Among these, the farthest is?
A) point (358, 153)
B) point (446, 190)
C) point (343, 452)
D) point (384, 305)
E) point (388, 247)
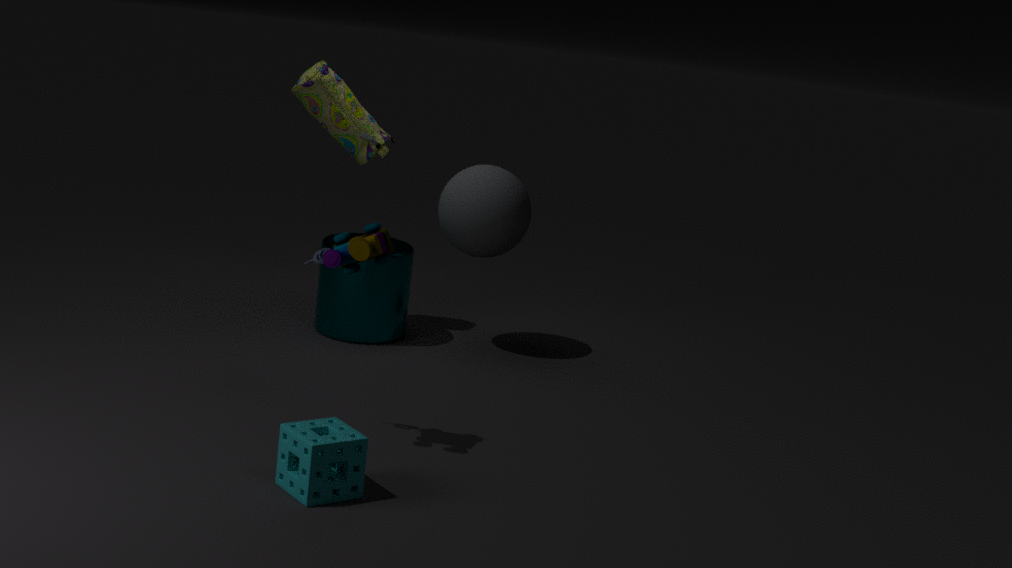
point (358, 153)
